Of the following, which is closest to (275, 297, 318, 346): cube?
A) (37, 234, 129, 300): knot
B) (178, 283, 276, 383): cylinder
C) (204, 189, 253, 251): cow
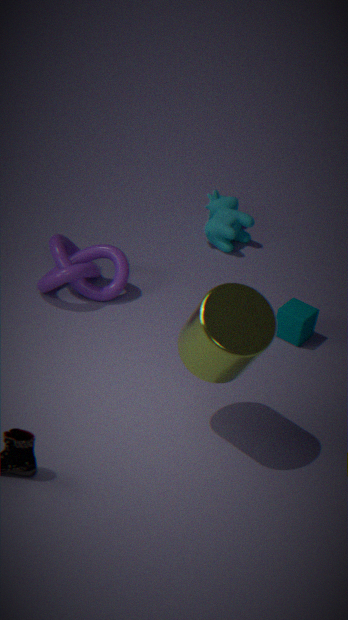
(178, 283, 276, 383): cylinder
